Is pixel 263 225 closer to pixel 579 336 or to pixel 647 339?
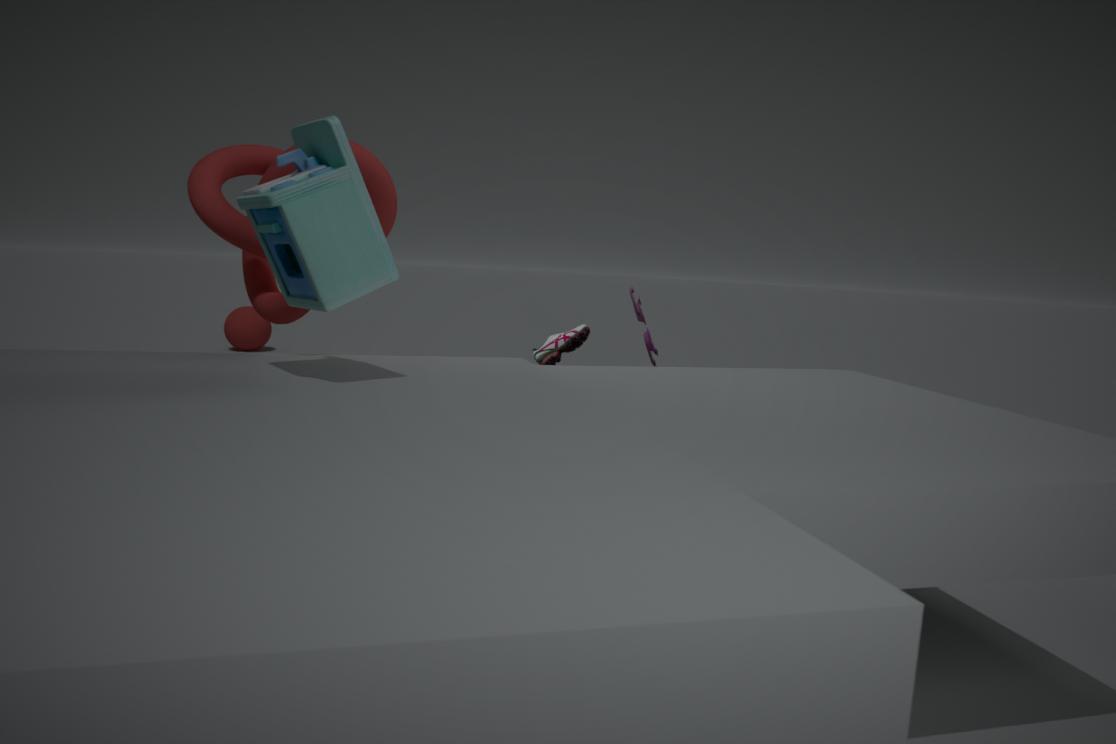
pixel 647 339
